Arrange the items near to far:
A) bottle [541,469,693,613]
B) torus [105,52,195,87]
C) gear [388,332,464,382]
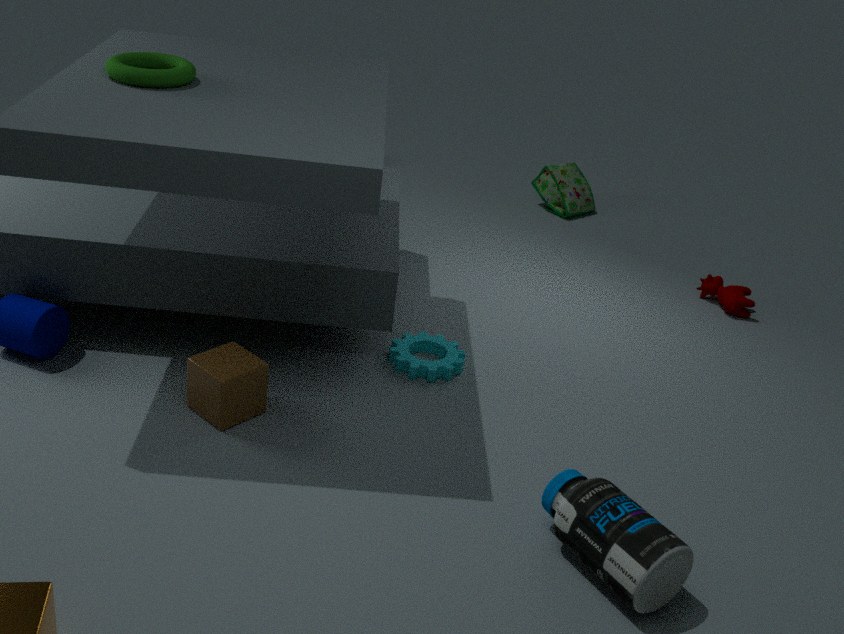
bottle [541,469,693,613], torus [105,52,195,87], gear [388,332,464,382]
